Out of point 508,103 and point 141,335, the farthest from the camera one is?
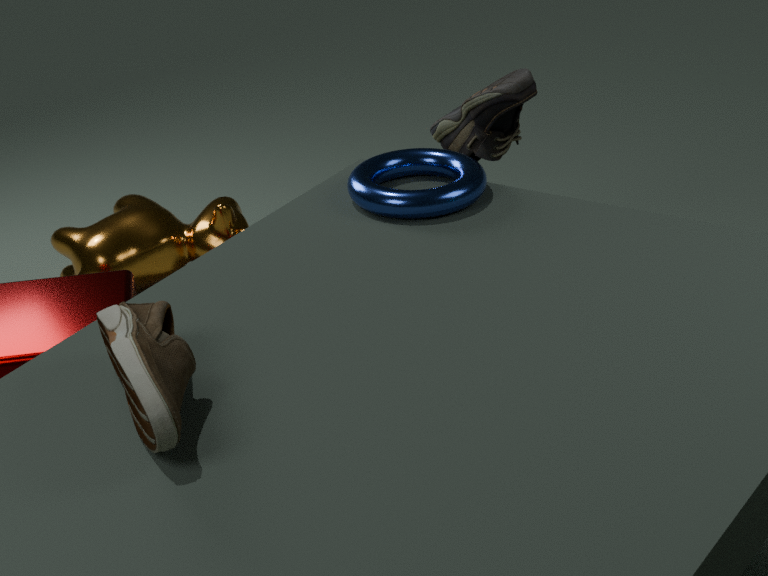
point 508,103
